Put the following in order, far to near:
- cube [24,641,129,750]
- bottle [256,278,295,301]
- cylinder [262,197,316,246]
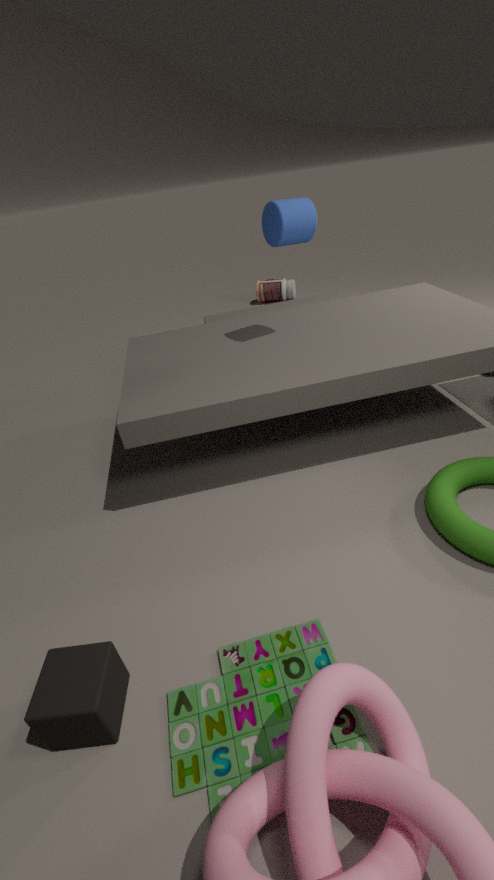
bottle [256,278,295,301]
cylinder [262,197,316,246]
cube [24,641,129,750]
